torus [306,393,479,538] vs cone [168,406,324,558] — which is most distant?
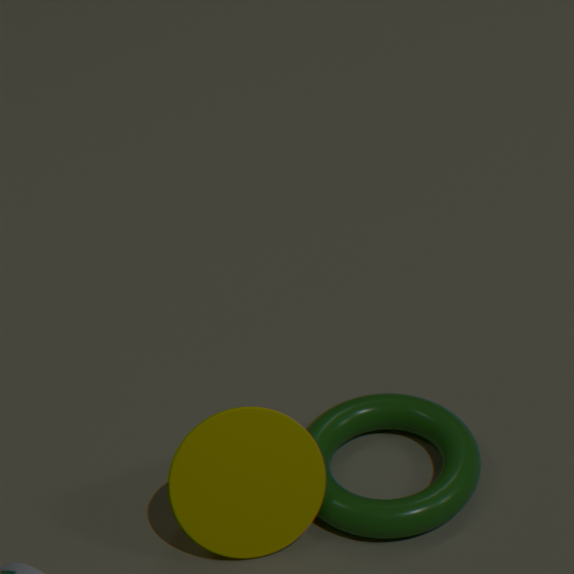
torus [306,393,479,538]
